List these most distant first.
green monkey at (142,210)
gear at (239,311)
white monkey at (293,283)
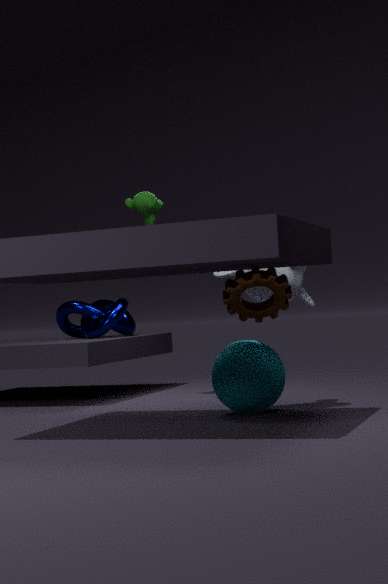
green monkey at (142,210) → white monkey at (293,283) → gear at (239,311)
